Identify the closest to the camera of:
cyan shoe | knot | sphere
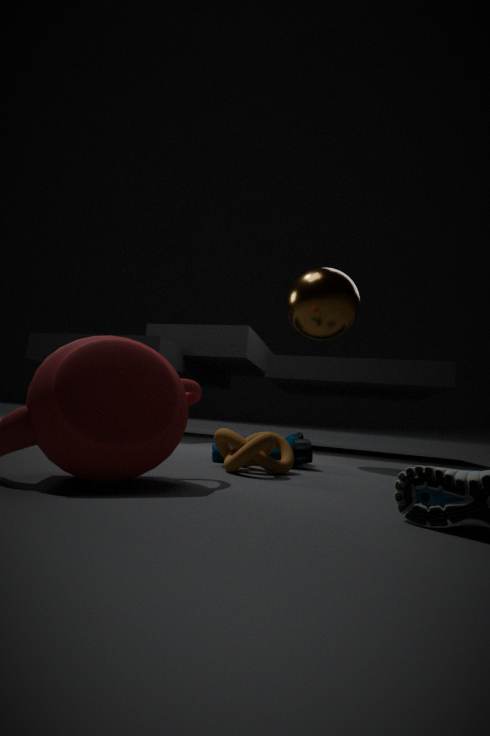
knot
